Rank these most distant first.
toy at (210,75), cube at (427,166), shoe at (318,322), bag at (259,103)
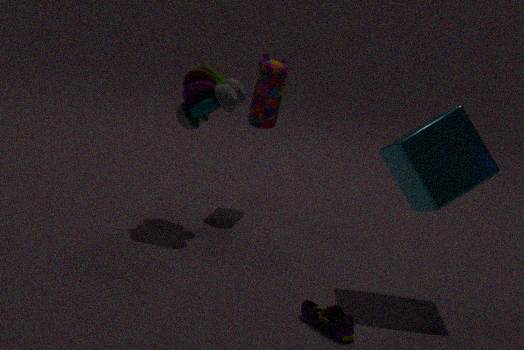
bag at (259,103) → toy at (210,75) → cube at (427,166) → shoe at (318,322)
